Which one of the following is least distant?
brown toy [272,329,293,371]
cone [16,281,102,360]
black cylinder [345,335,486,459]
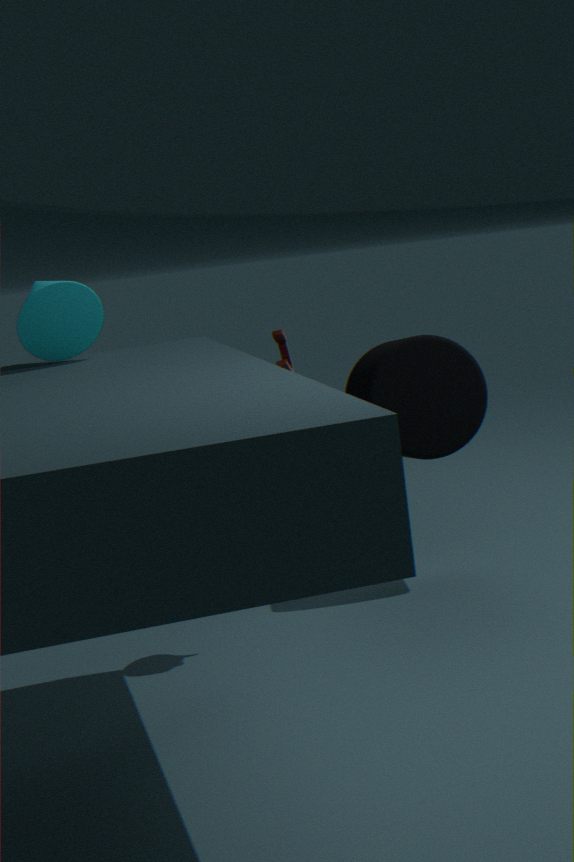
cone [16,281,102,360]
